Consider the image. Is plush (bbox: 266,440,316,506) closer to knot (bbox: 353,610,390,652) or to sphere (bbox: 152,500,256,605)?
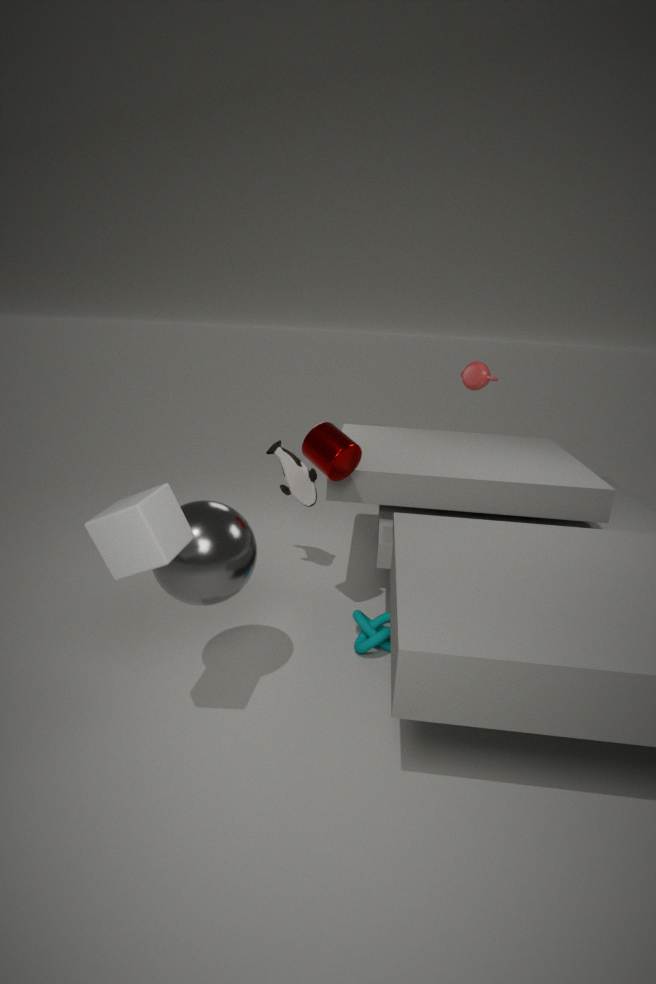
knot (bbox: 353,610,390,652)
